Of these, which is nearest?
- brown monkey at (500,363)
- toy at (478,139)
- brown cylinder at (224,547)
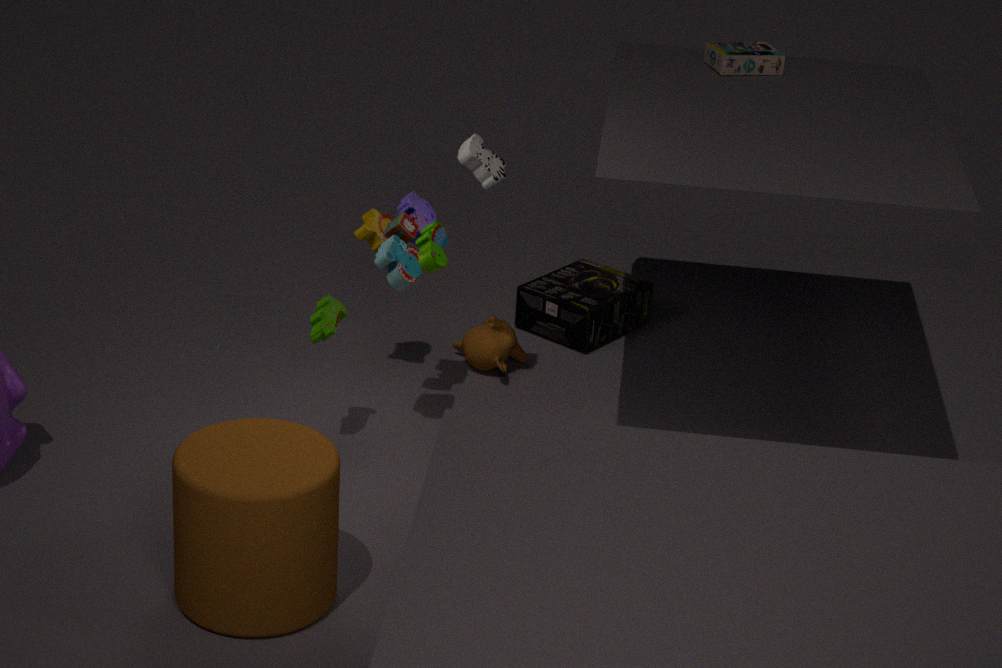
brown cylinder at (224,547)
